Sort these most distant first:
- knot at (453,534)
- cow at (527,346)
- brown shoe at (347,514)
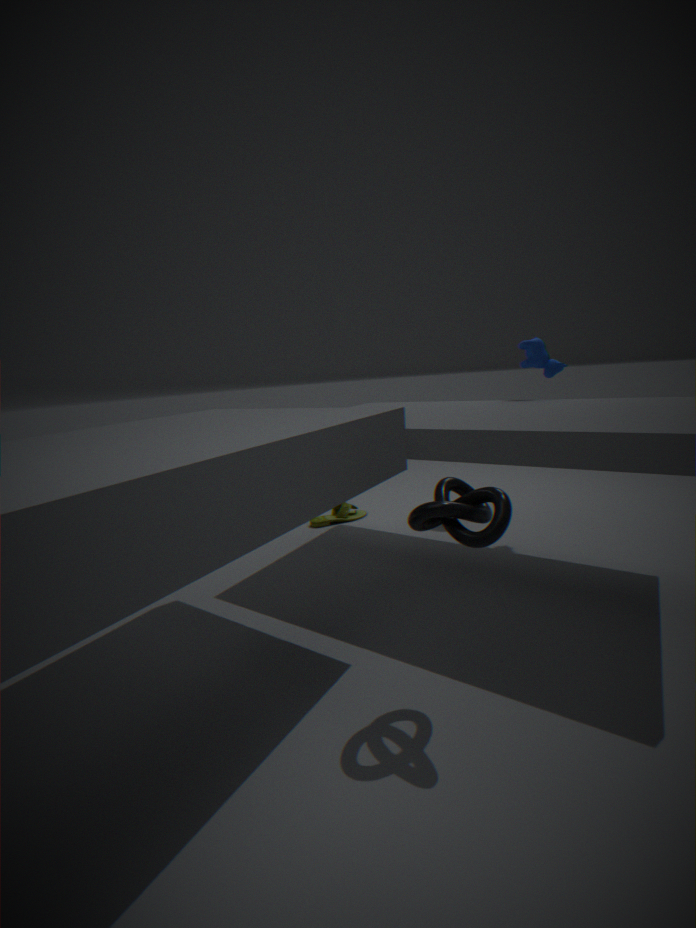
brown shoe at (347,514) → cow at (527,346) → knot at (453,534)
